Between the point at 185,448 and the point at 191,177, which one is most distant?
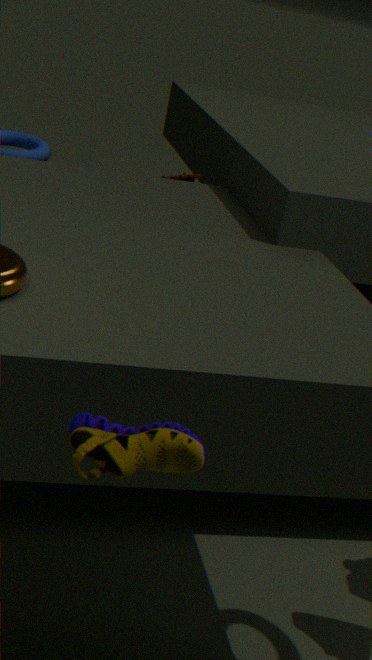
the point at 191,177
